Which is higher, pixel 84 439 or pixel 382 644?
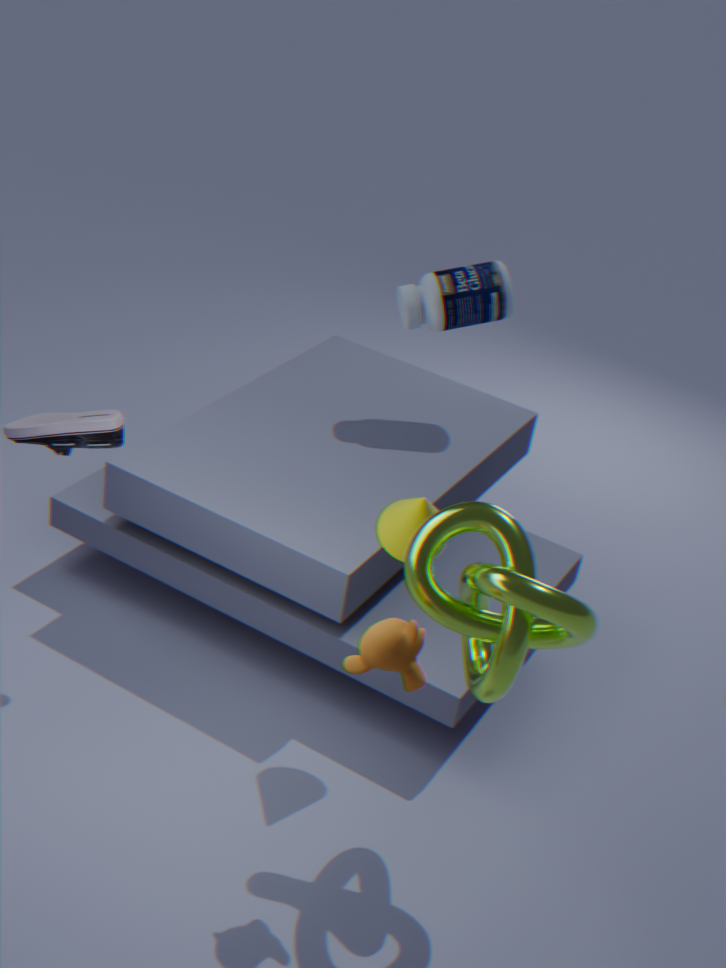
pixel 84 439
